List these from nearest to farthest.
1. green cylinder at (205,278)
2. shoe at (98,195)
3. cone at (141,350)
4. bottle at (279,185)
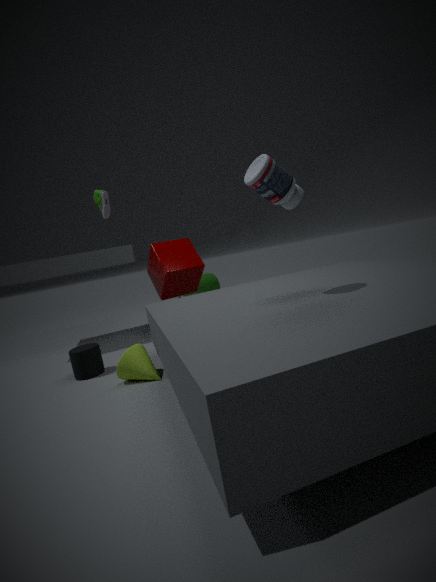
1. bottle at (279,185)
2. cone at (141,350)
3. shoe at (98,195)
4. green cylinder at (205,278)
